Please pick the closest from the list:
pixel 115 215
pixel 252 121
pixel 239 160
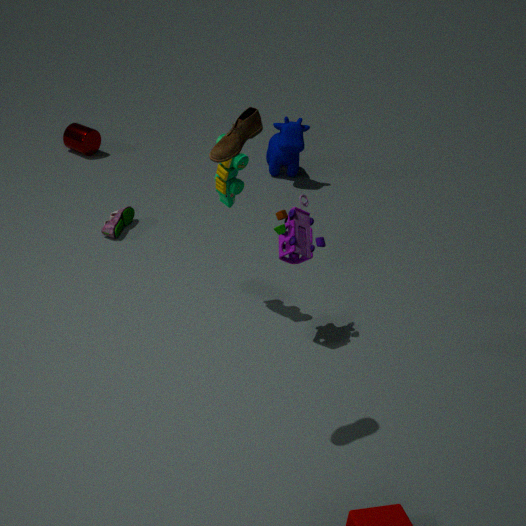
pixel 252 121
